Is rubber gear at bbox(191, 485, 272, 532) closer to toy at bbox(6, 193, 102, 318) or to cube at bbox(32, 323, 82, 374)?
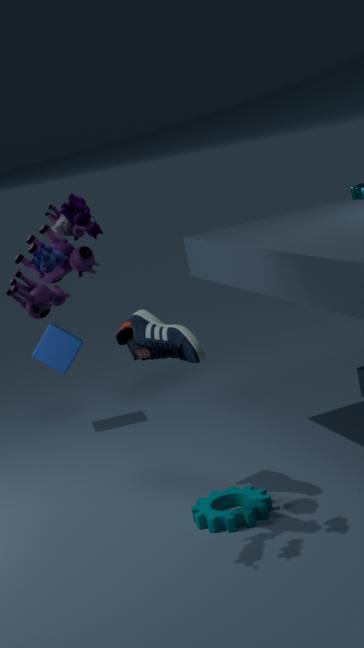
toy at bbox(6, 193, 102, 318)
